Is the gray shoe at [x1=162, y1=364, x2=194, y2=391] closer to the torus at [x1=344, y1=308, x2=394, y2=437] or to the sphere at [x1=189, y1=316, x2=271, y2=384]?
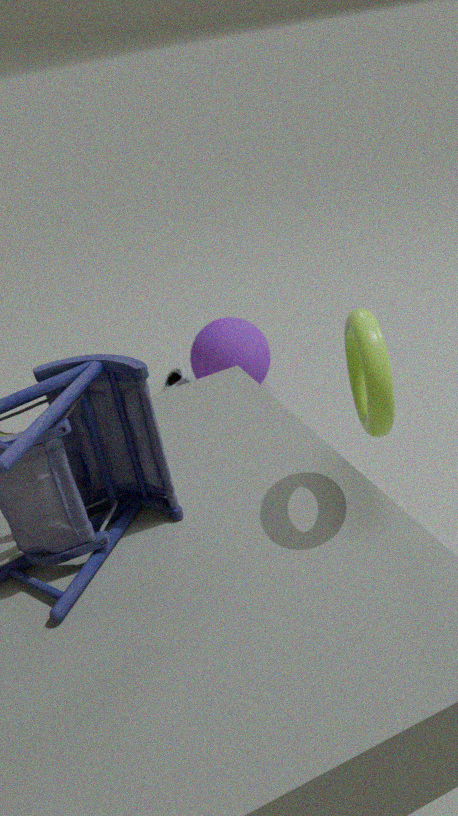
the sphere at [x1=189, y1=316, x2=271, y2=384]
